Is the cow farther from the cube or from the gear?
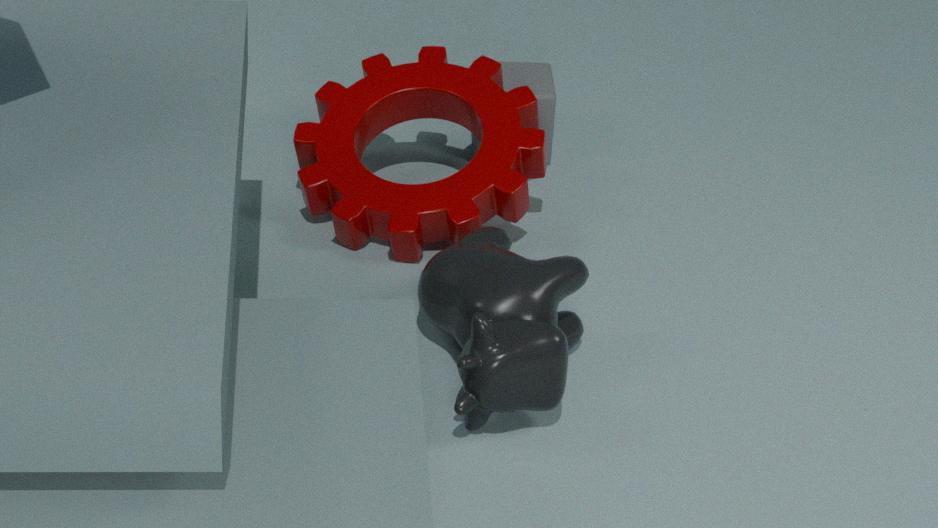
the cube
